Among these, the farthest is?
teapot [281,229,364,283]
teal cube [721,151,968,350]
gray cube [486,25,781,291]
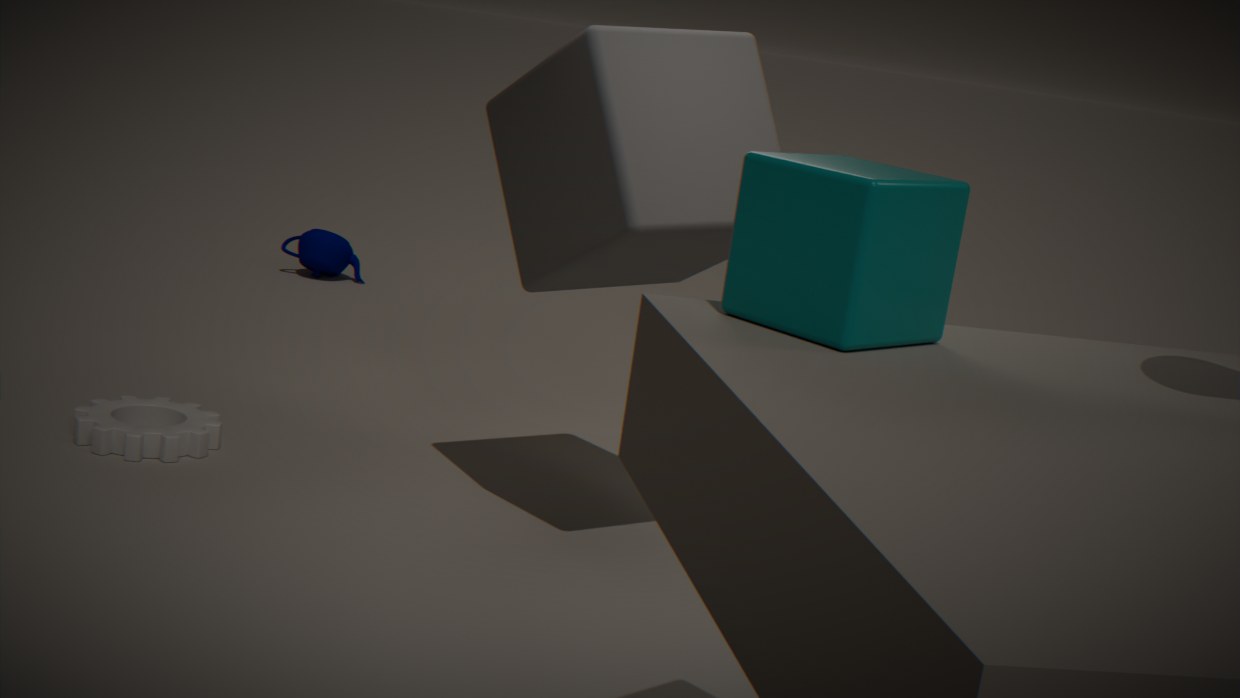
teapot [281,229,364,283]
